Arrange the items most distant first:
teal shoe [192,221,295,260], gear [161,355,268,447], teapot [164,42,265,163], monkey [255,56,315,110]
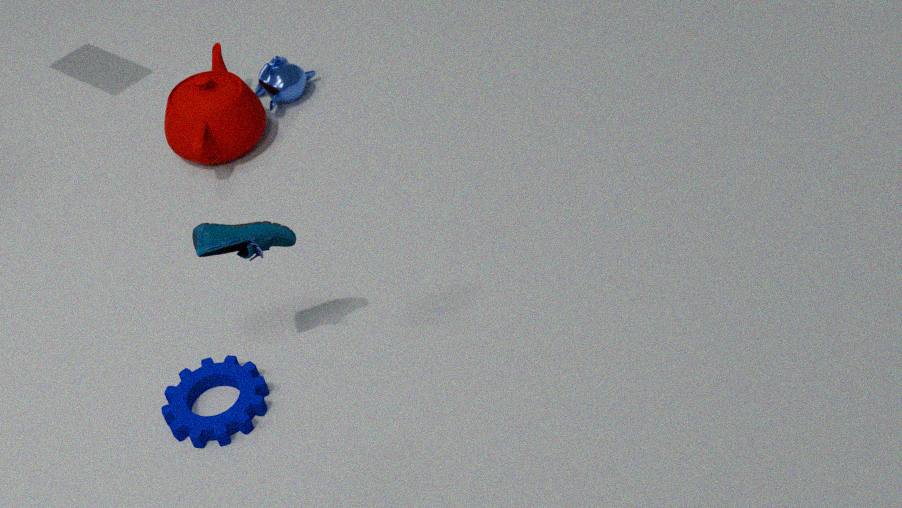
monkey [255,56,315,110] < teapot [164,42,265,163] < gear [161,355,268,447] < teal shoe [192,221,295,260]
